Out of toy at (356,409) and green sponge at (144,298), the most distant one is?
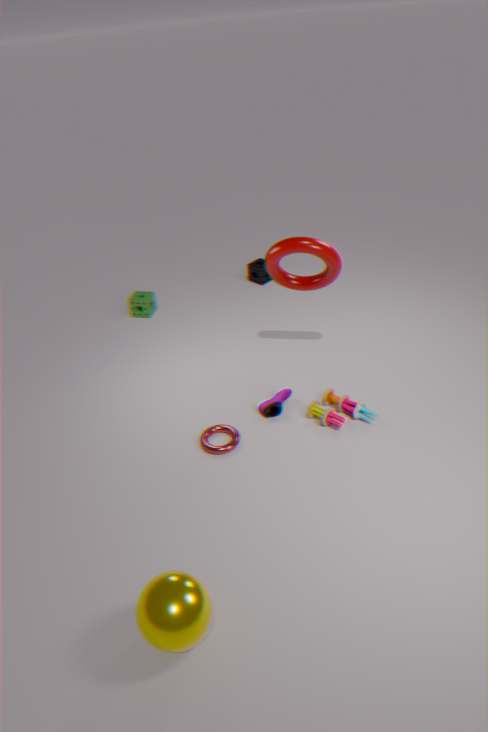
green sponge at (144,298)
